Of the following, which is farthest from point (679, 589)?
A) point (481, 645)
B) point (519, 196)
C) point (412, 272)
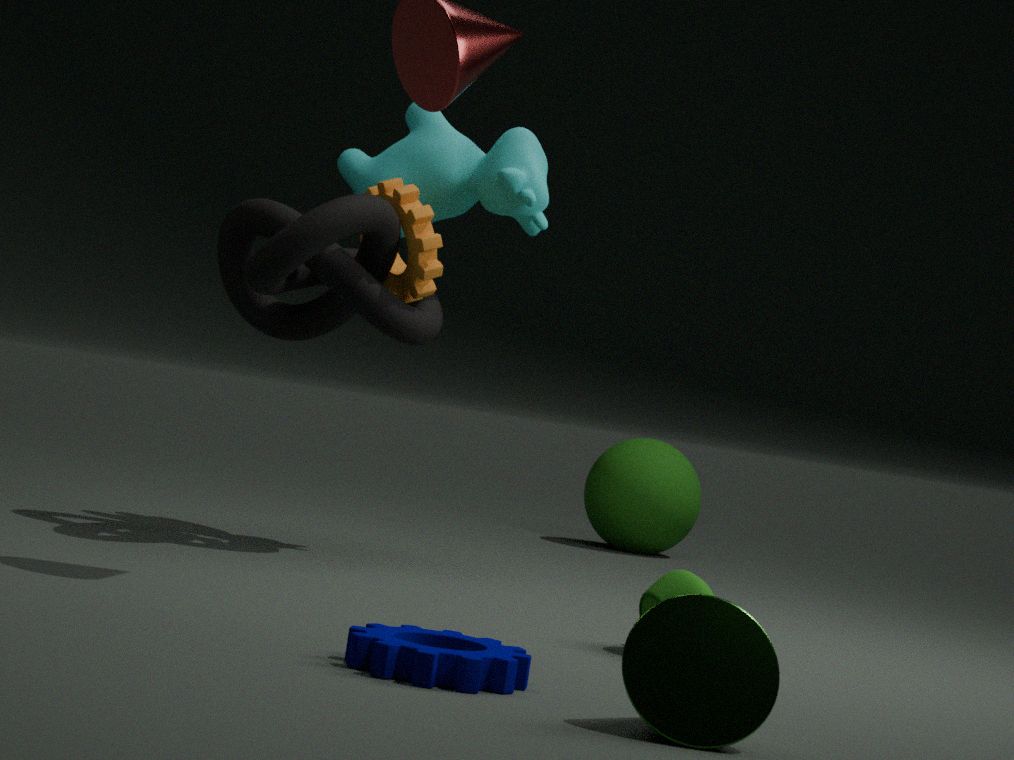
point (519, 196)
